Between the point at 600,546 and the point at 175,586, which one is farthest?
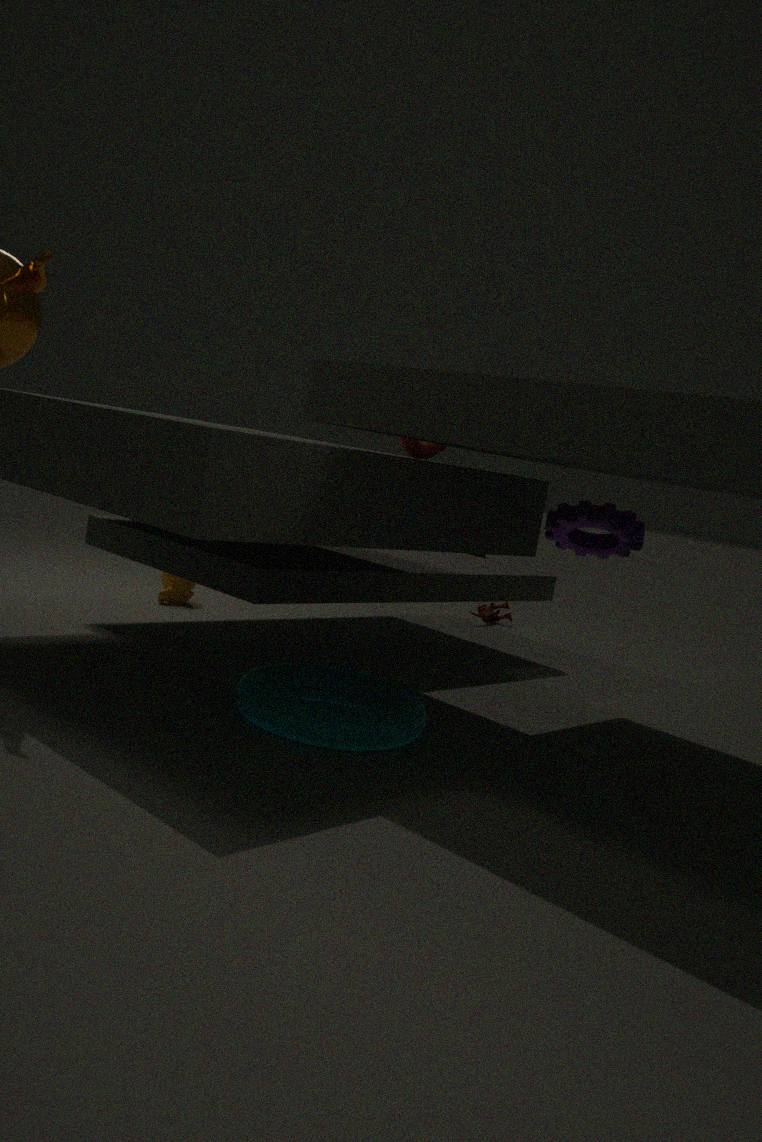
the point at 175,586
